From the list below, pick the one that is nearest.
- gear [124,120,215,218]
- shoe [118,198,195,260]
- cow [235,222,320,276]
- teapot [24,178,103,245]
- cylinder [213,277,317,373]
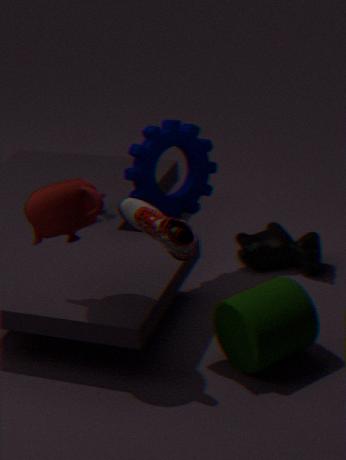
teapot [24,178,103,245]
